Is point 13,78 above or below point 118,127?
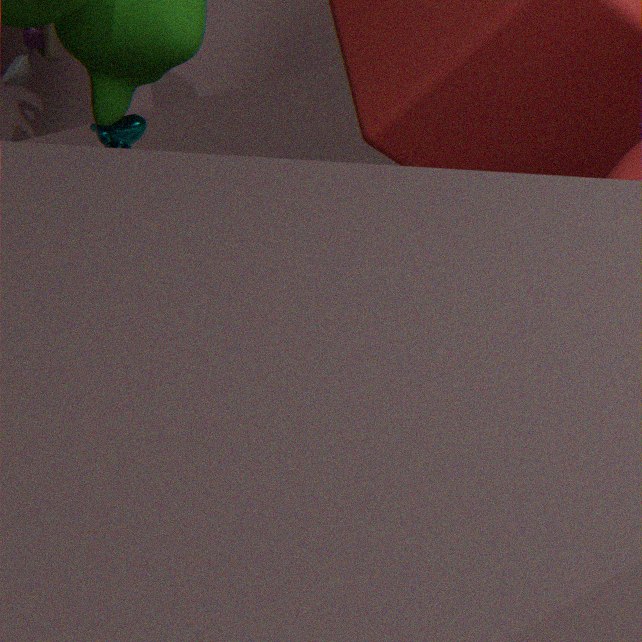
above
